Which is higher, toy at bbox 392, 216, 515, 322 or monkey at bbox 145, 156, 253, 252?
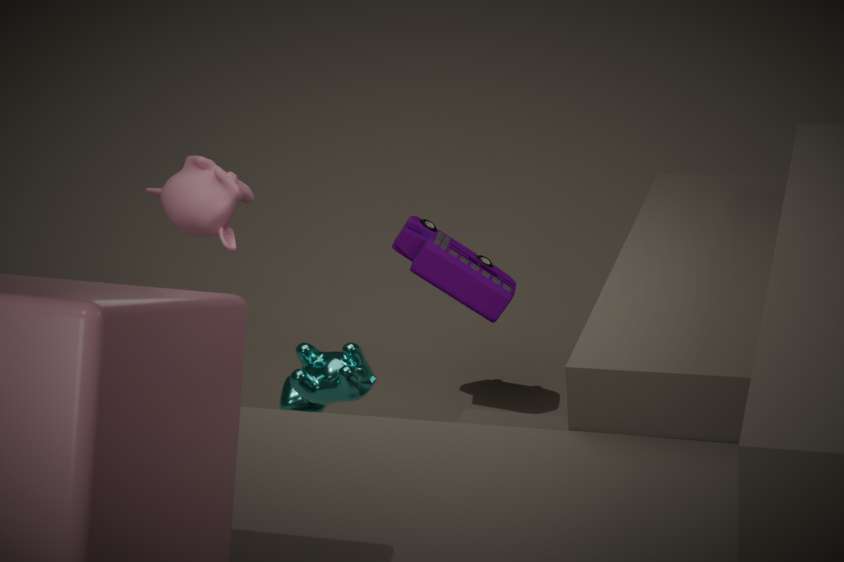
monkey at bbox 145, 156, 253, 252
